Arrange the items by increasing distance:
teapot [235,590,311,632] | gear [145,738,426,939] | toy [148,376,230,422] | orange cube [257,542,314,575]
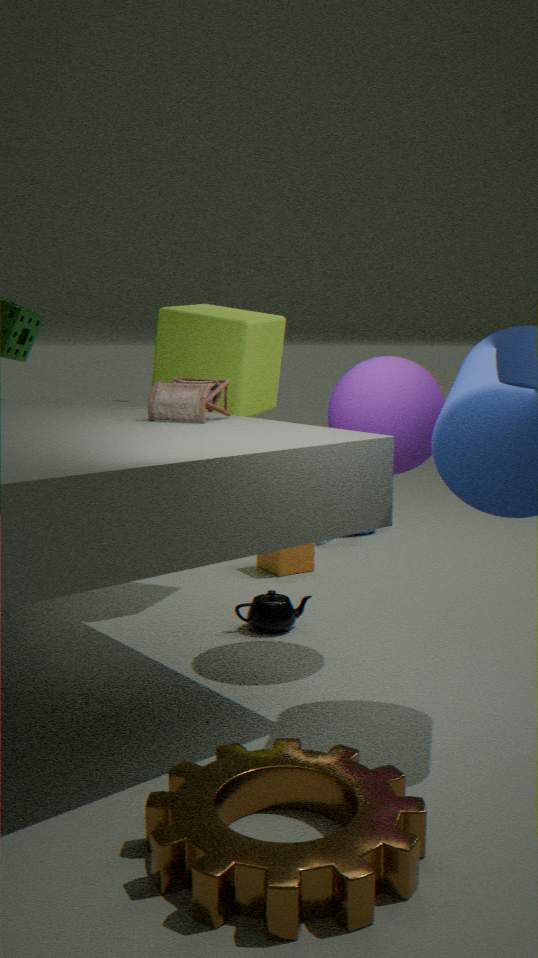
gear [145,738,426,939] → toy [148,376,230,422] → teapot [235,590,311,632] → orange cube [257,542,314,575]
